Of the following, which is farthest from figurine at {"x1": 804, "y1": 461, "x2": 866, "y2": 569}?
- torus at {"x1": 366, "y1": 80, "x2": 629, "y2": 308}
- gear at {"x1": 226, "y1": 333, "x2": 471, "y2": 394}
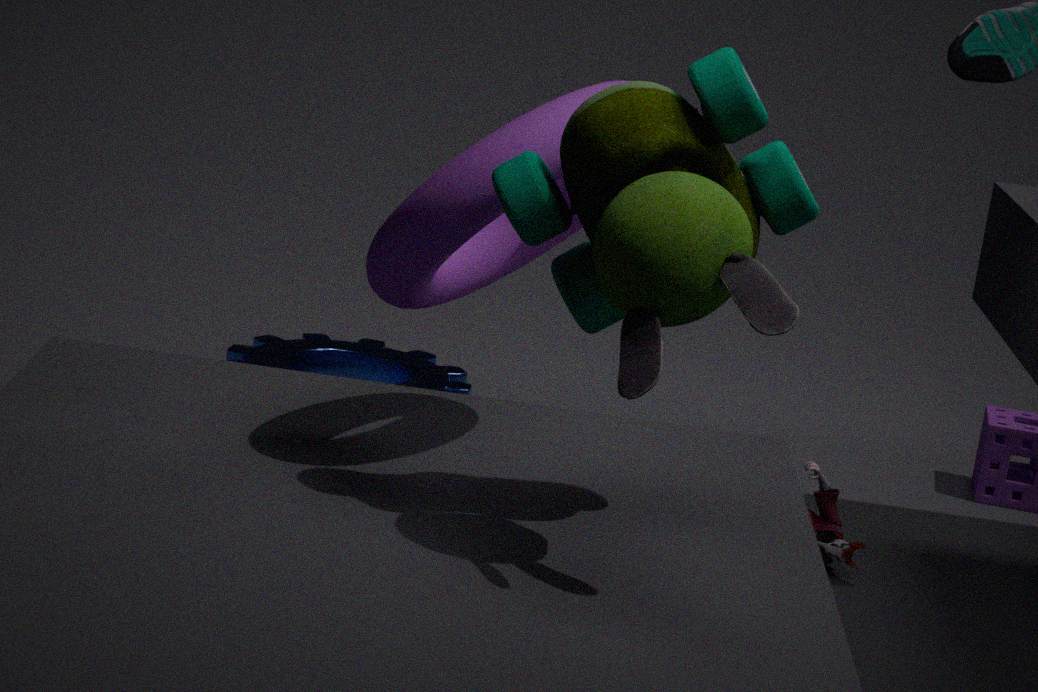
torus at {"x1": 366, "y1": 80, "x2": 629, "y2": 308}
